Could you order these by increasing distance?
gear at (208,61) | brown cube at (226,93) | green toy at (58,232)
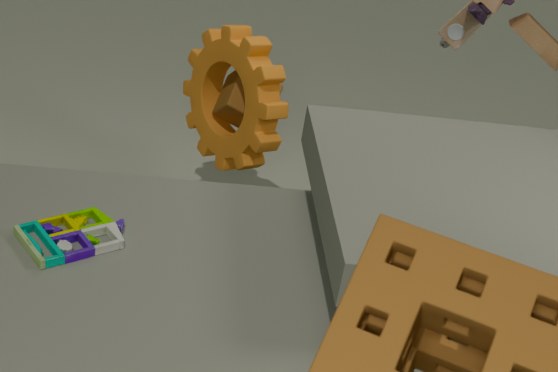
1. green toy at (58,232)
2. gear at (208,61)
3. brown cube at (226,93)
